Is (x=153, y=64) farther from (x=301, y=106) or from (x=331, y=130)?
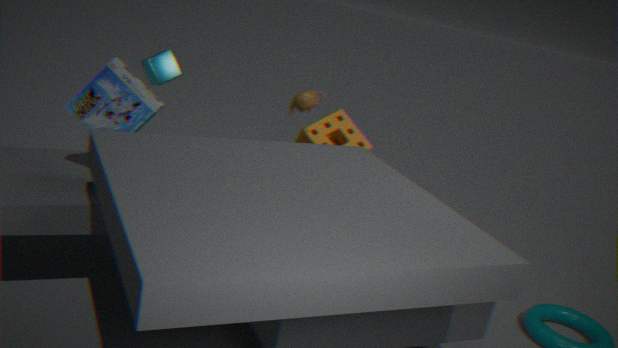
(x=331, y=130)
